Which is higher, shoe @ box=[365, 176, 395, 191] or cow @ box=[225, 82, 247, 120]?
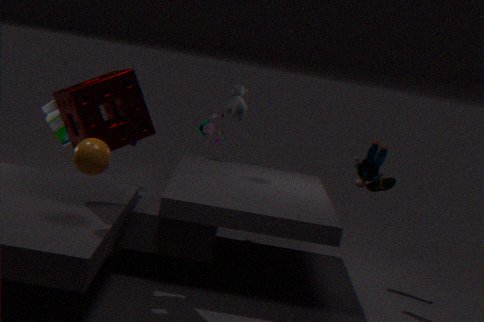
cow @ box=[225, 82, 247, 120]
